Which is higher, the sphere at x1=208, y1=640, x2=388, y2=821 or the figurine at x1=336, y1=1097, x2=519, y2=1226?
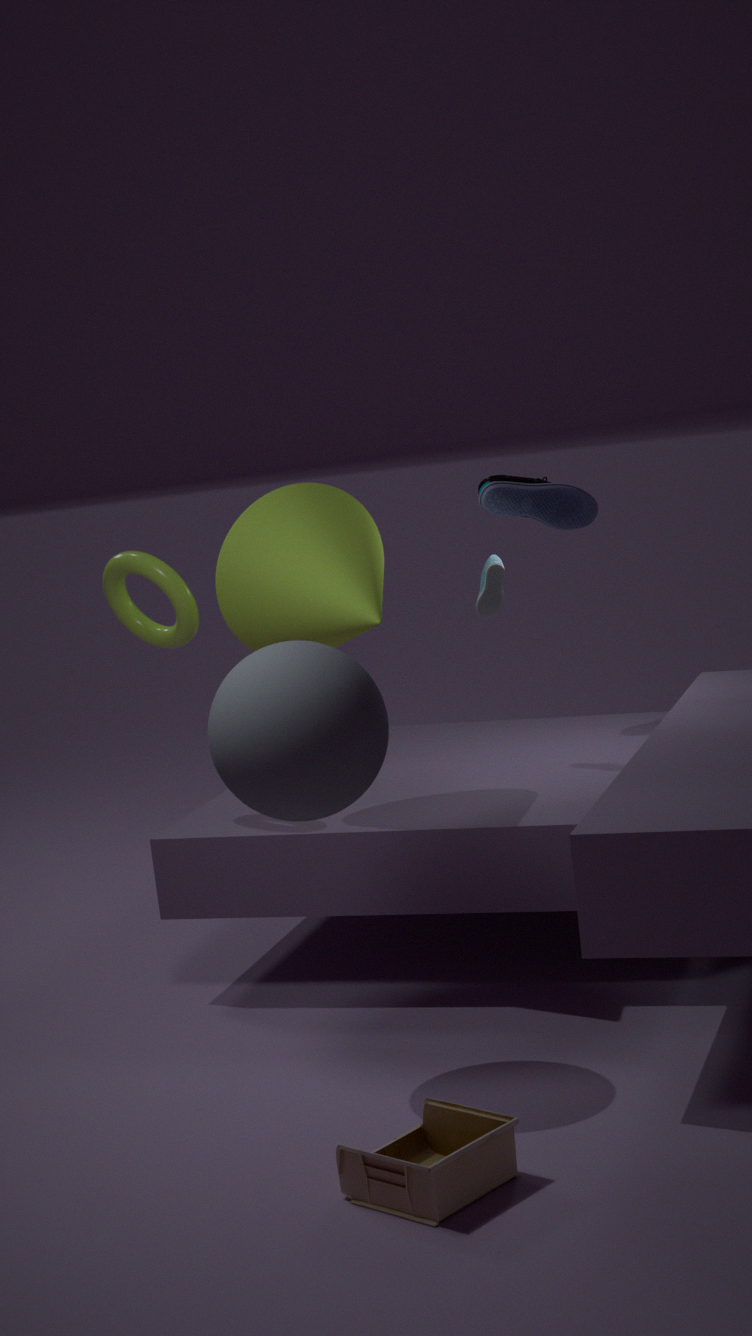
the sphere at x1=208, y1=640, x2=388, y2=821
